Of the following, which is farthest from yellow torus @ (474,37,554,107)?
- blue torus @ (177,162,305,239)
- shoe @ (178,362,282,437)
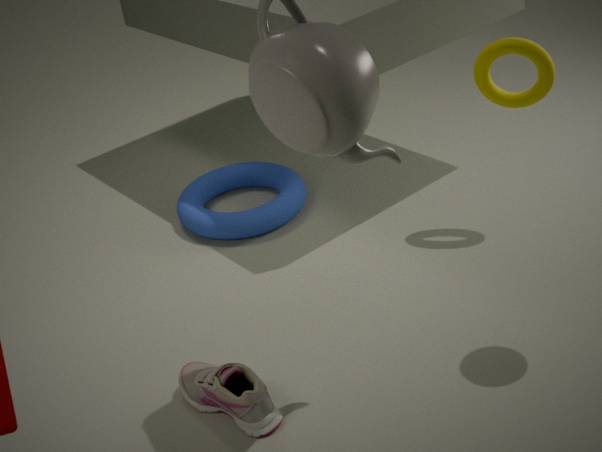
shoe @ (178,362,282,437)
